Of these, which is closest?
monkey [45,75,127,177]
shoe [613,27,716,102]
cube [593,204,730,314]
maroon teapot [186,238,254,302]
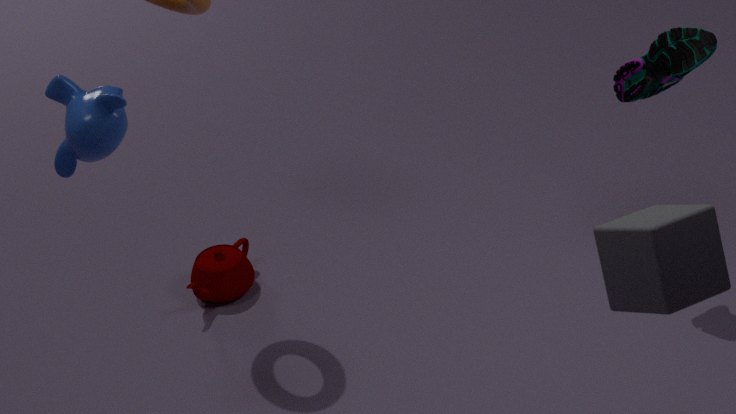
cube [593,204,730,314]
